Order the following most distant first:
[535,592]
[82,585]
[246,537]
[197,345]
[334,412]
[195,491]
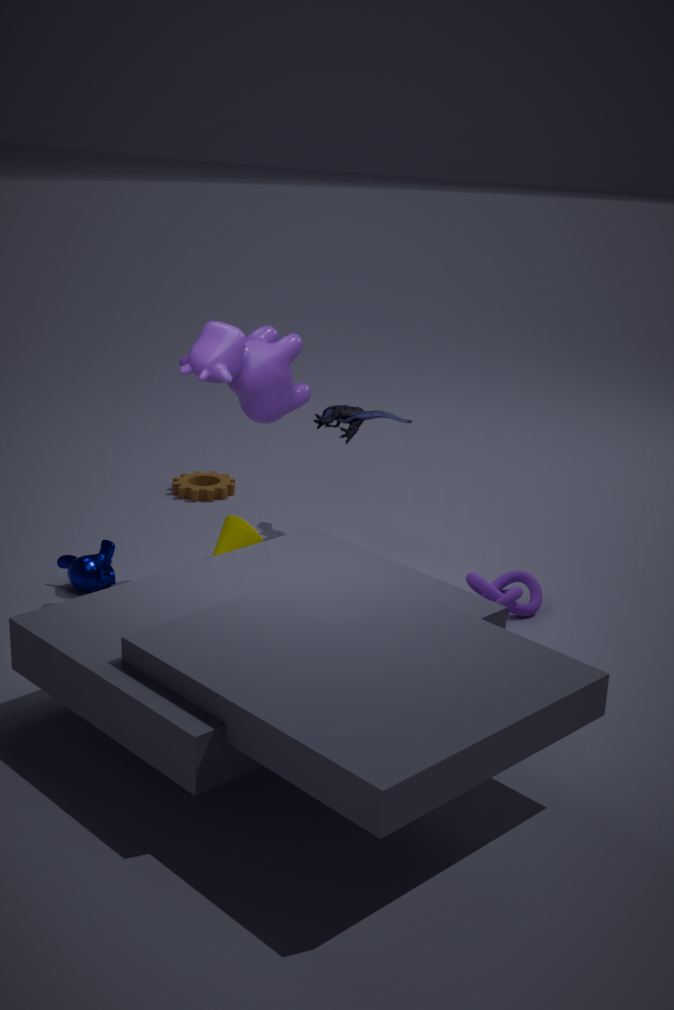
[195,491], [334,412], [246,537], [535,592], [82,585], [197,345]
